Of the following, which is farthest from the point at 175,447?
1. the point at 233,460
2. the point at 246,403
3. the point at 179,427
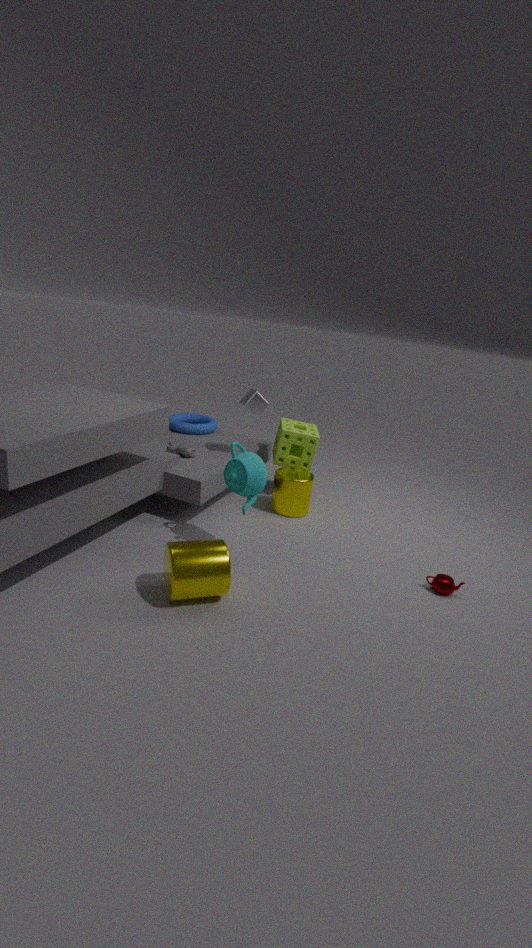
the point at 233,460
